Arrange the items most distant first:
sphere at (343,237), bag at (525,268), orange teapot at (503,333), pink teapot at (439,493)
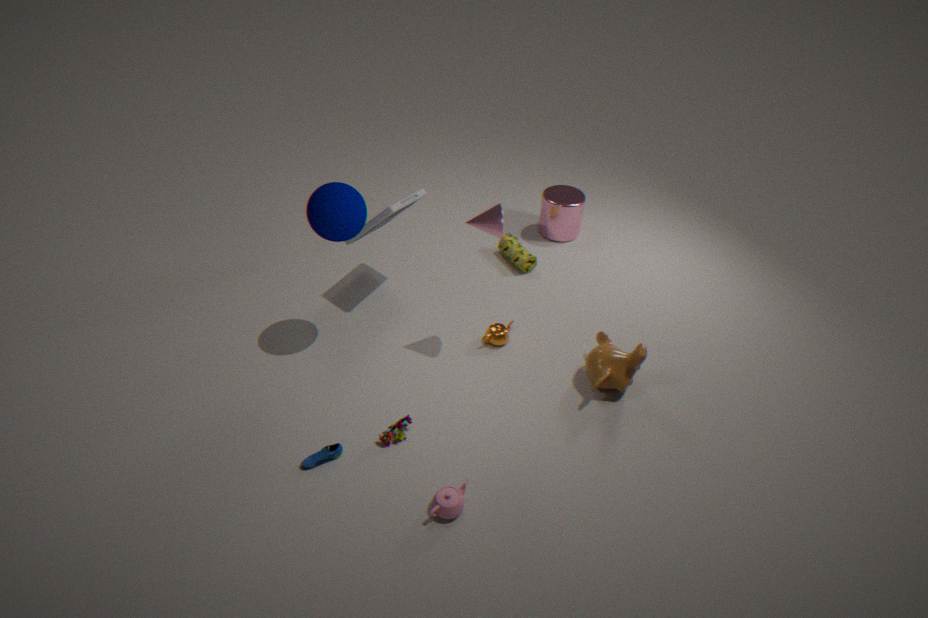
1. bag at (525,268)
2. orange teapot at (503,333)
3. sphere at (343,237)
4. pink teapot at (439,493)
